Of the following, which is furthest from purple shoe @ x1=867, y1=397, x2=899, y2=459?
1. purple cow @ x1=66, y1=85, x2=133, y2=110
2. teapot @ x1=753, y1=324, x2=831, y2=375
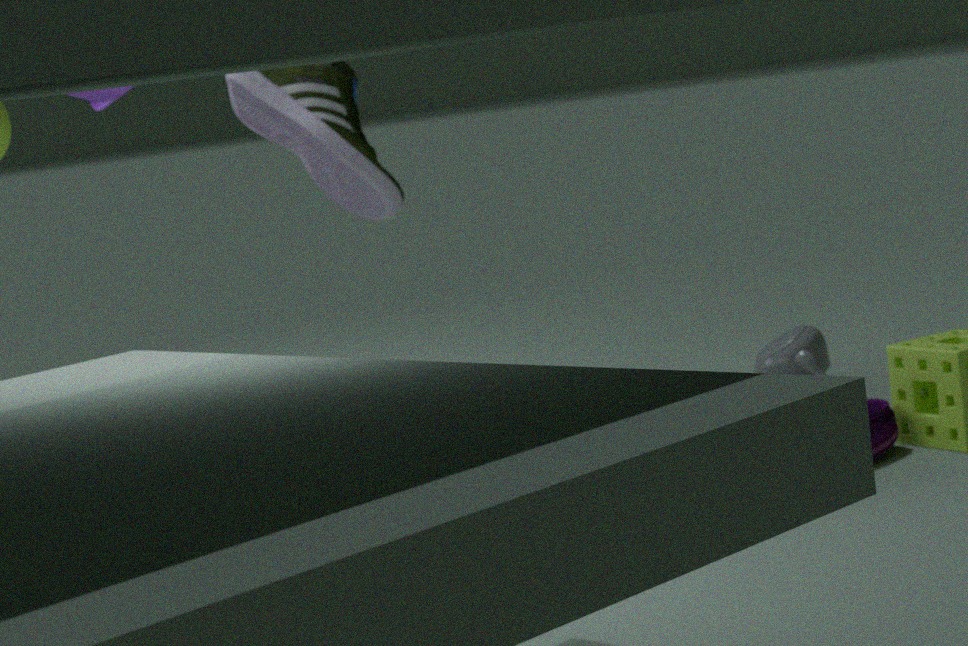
purple cow @ x1=66, y1=85, x2=133, y2=110
